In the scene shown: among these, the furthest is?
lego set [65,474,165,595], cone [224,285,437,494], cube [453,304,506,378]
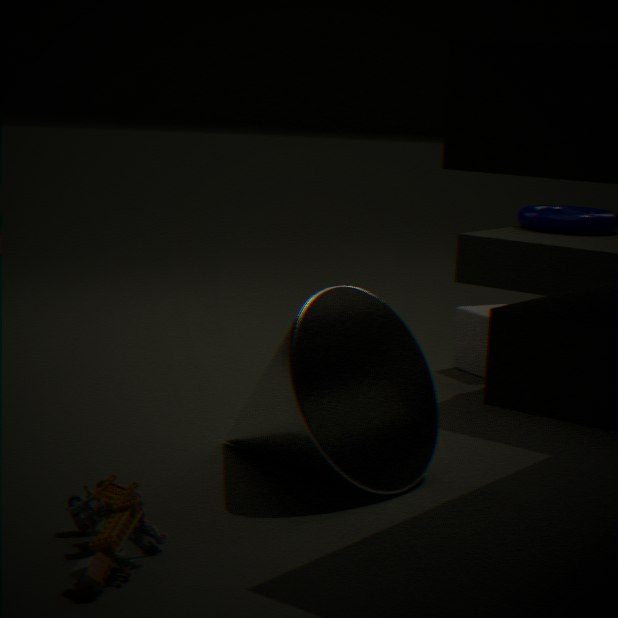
cube [453,304,506,378]
